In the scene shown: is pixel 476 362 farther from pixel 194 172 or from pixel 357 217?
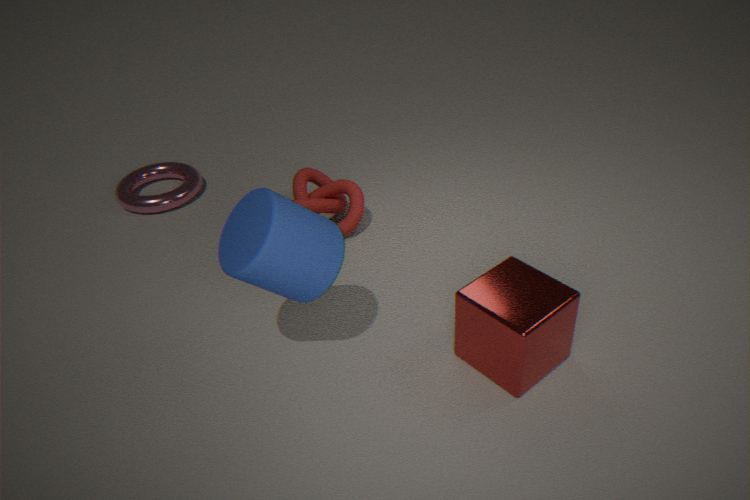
pixel 194 172
